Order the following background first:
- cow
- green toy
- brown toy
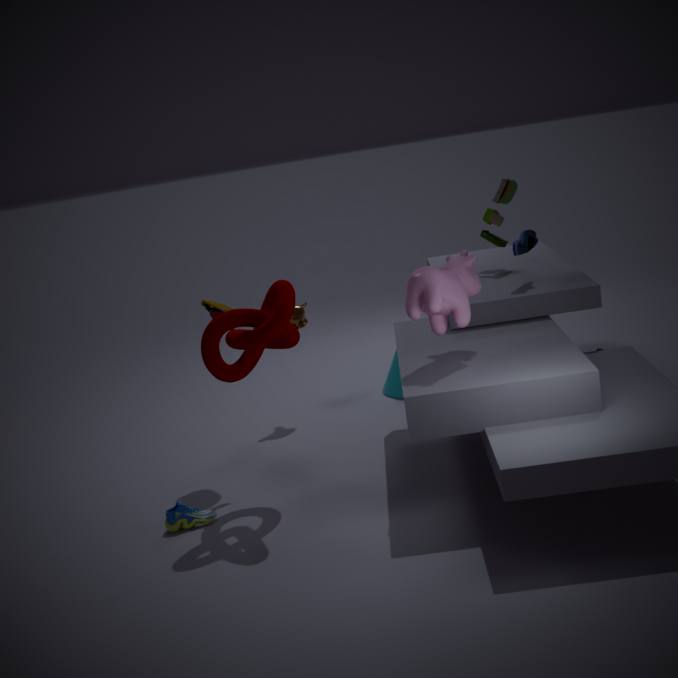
green toy < brown toy < cow
